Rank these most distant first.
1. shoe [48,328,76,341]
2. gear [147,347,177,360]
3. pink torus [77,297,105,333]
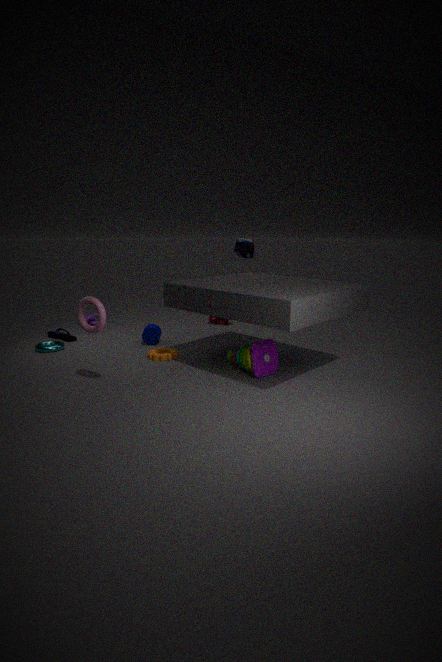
shoe [48,328,76,341], gear [147,347,177,360], pink torus [77,297,105,333]
